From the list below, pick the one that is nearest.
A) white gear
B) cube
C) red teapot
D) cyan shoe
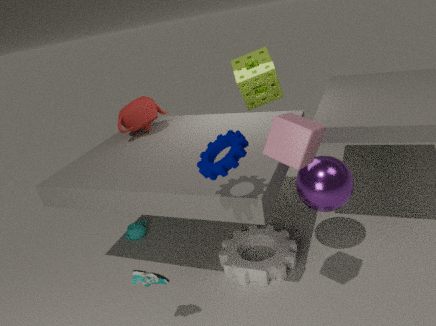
cube
